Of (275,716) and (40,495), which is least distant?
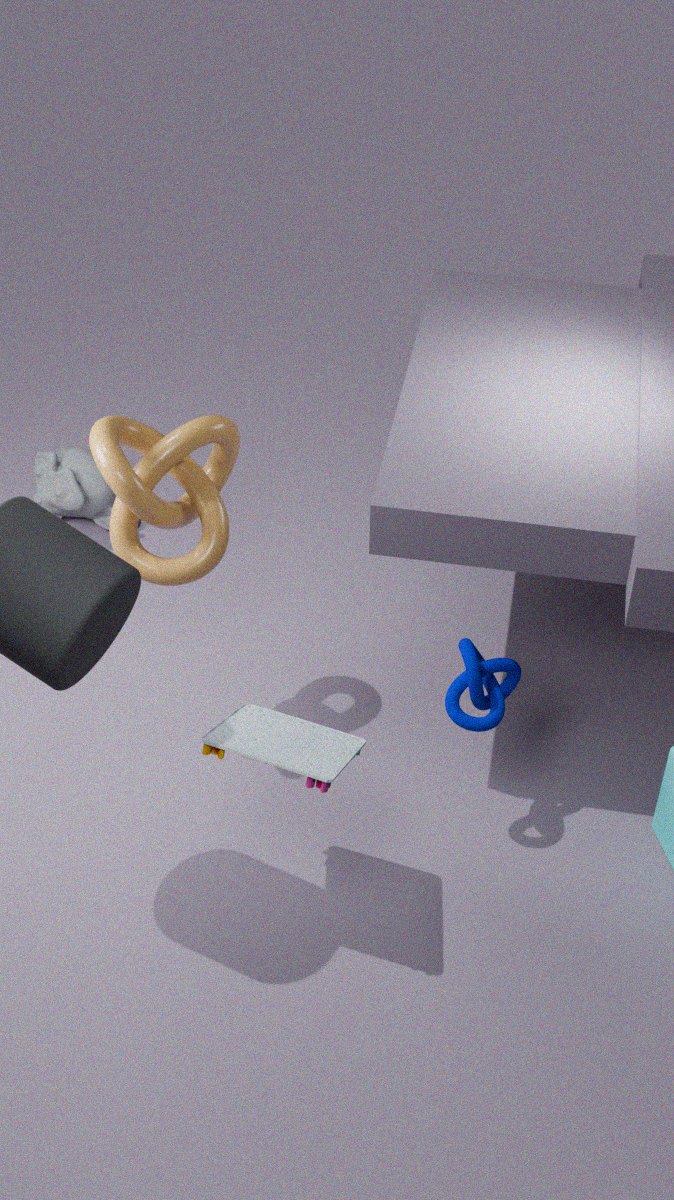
(275,716)
